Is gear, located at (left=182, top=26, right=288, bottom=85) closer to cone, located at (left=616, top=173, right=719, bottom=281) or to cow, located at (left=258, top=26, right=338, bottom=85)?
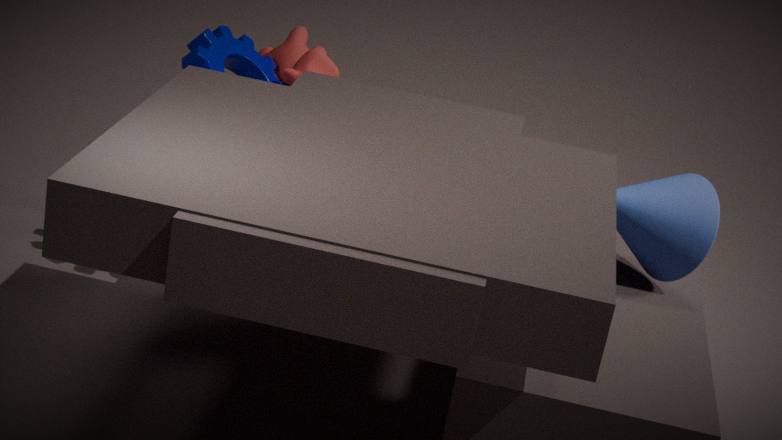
cow, located at (left=258, top=26, right=338, bottom=85)
